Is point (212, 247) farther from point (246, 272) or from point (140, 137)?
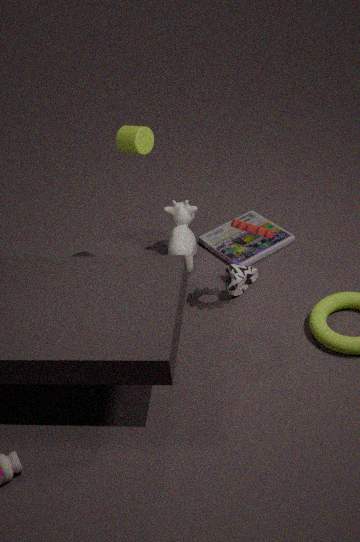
point (140, 137)
